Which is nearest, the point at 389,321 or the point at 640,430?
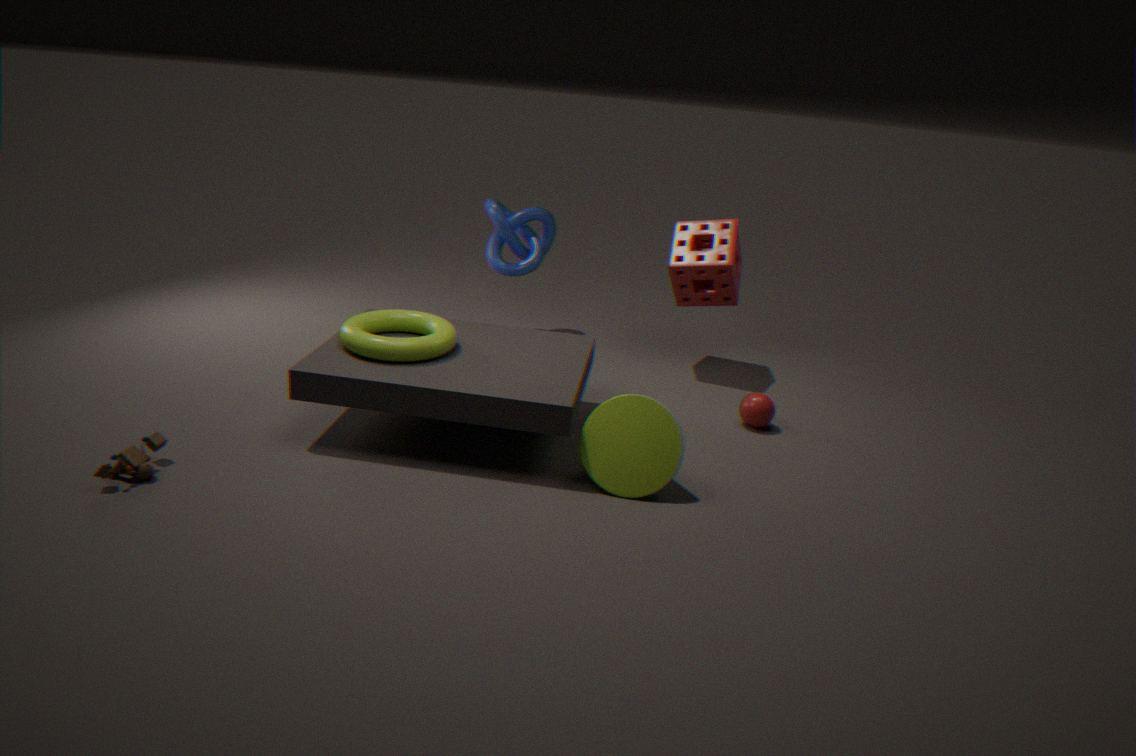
the point at 640,430
